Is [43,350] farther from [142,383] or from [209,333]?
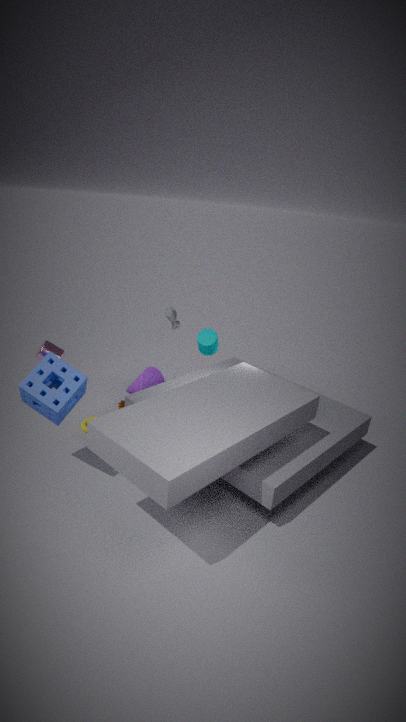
[142,383]
